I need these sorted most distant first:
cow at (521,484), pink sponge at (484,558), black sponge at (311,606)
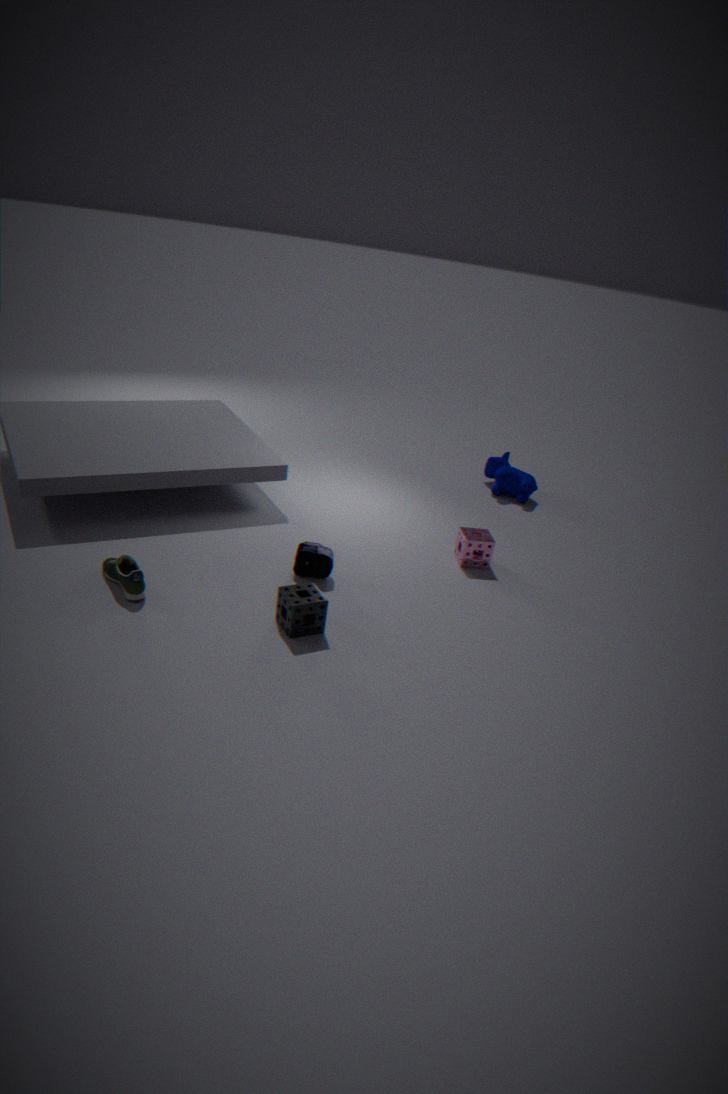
cow at (521,484)
pink sponge at (484,558)
black sponge at (311,606)
